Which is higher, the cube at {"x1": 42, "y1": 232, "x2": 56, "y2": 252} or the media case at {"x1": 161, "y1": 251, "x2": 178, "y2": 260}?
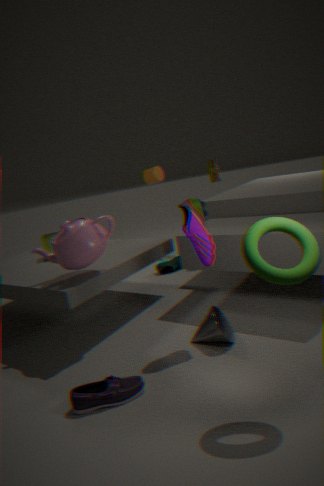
the cube at {"x1": 42, "y1": 232, "x2": 56, "y2": 252}
